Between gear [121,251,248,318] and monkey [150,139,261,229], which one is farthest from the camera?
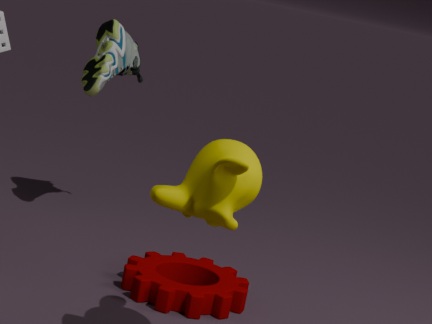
gear [121,251,248,318]
